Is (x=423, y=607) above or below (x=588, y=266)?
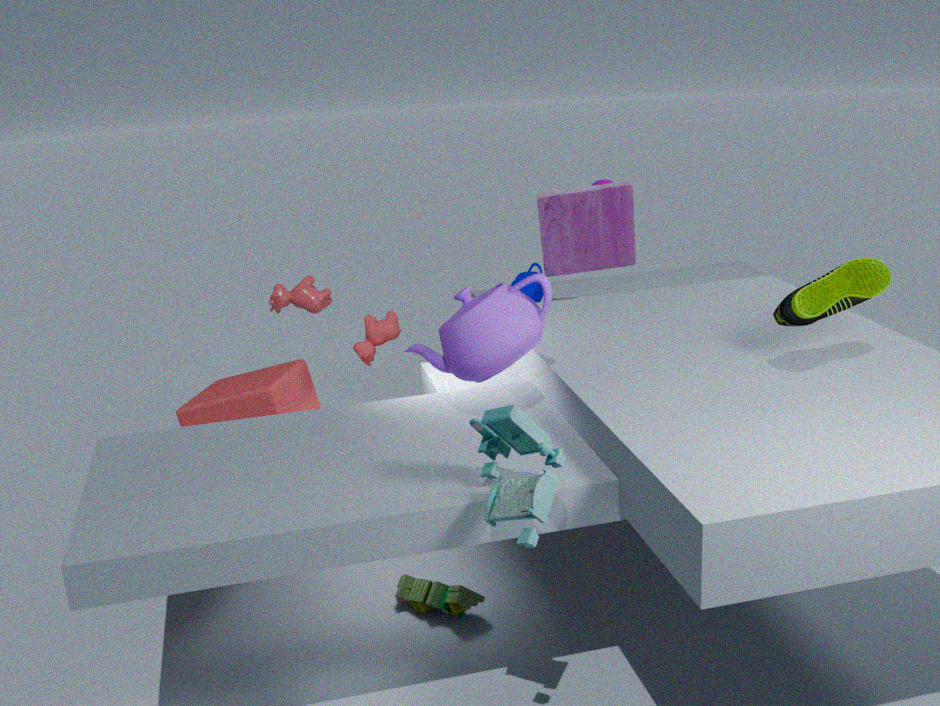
below
